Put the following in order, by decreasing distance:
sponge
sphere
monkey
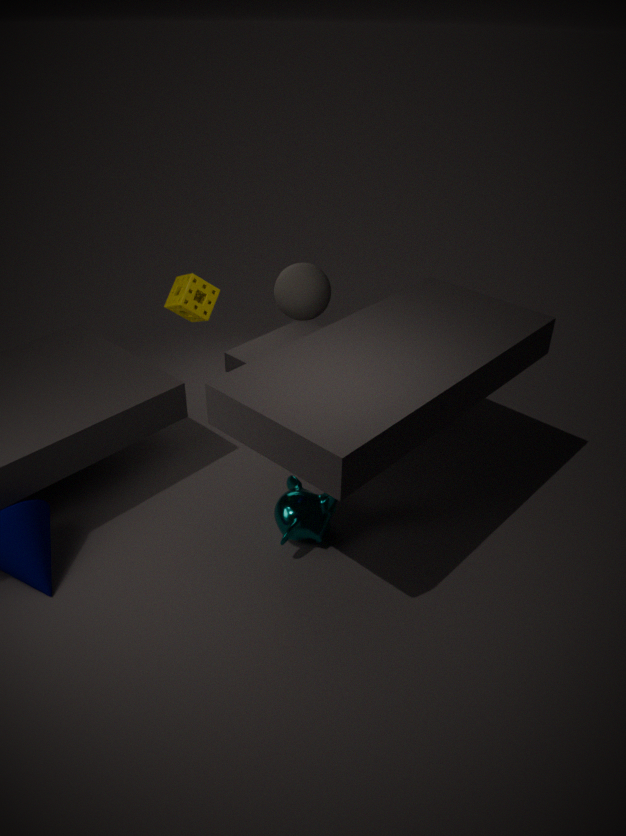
sphere < monkey < sponge
